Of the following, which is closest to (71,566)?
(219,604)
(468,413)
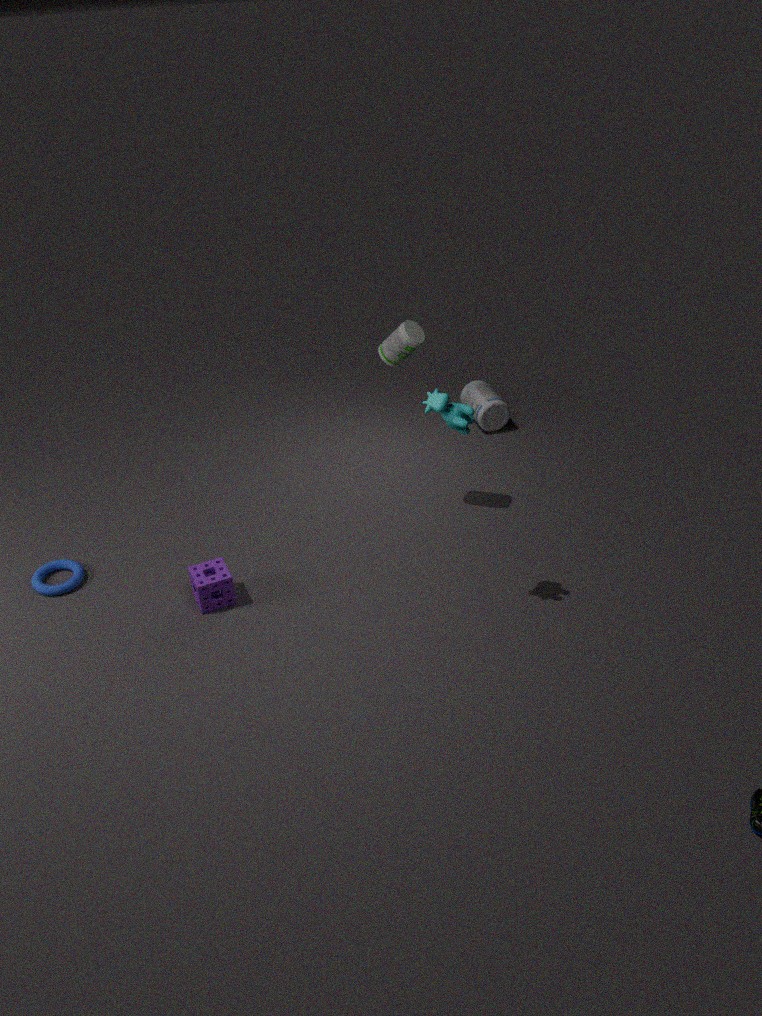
(219,604)
